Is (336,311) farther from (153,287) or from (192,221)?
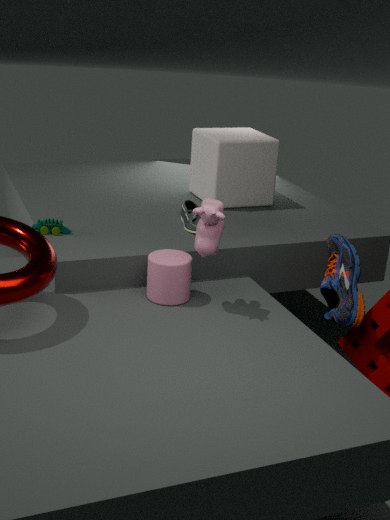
(192,221)
